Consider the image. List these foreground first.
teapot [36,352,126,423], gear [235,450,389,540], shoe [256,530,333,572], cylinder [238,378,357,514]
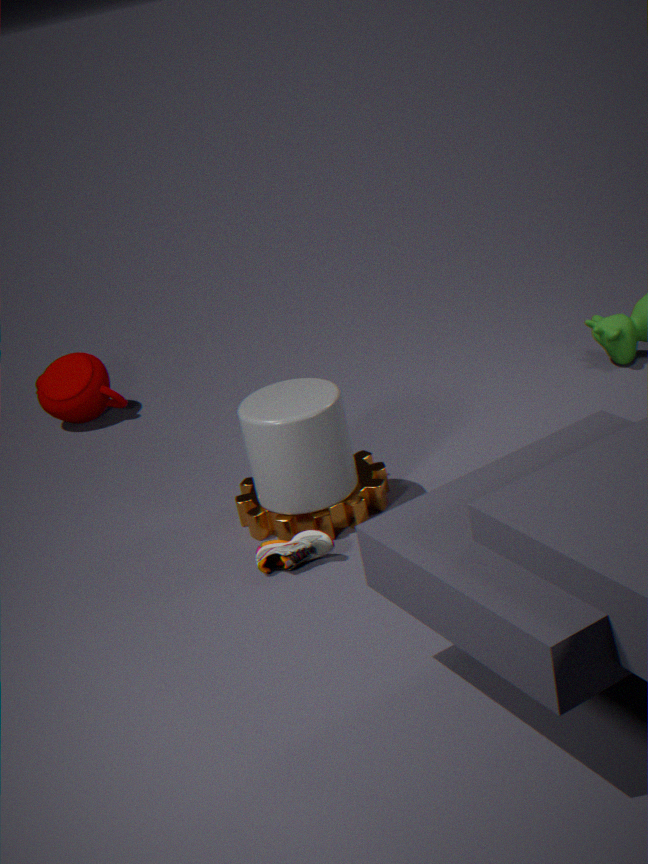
shoe [256,530,333,572], cylinder [238,378,357,514], gear [235,450,389,540], teapot [36,352,126,423]
